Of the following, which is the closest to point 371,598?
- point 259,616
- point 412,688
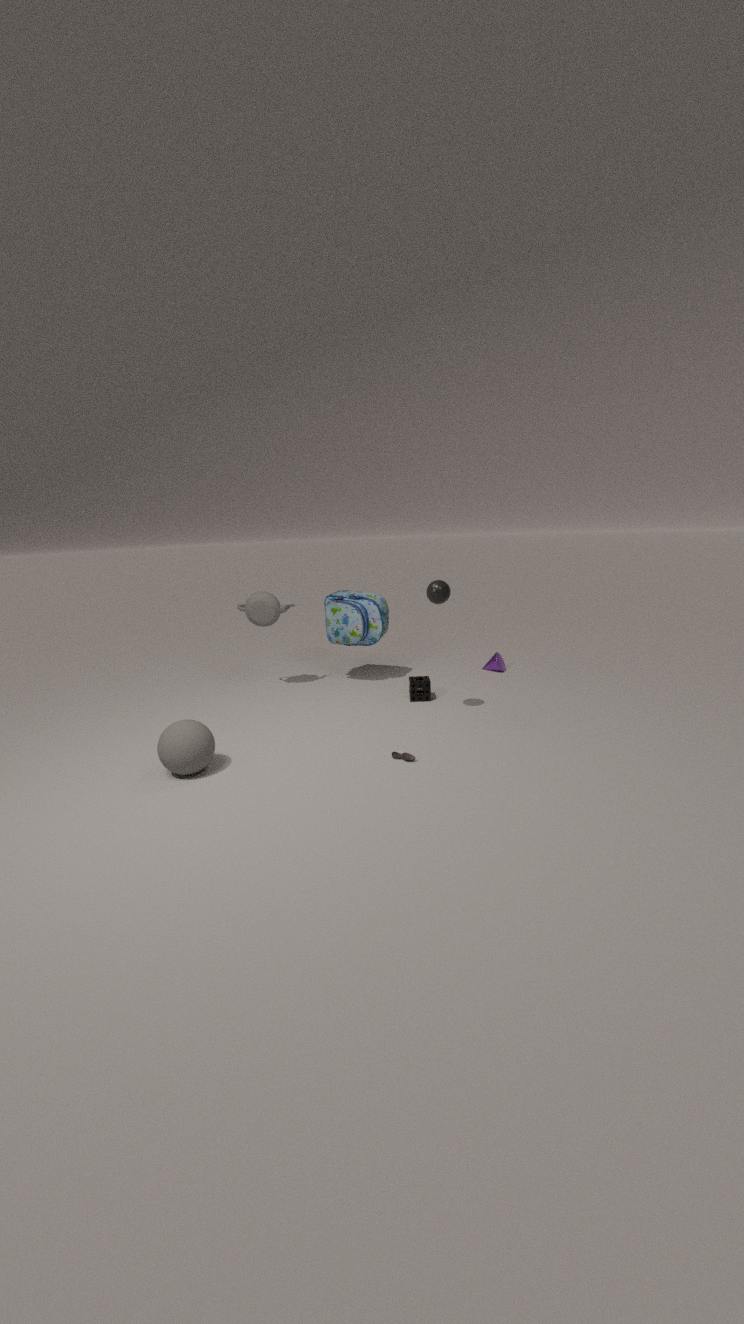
point 259,616
